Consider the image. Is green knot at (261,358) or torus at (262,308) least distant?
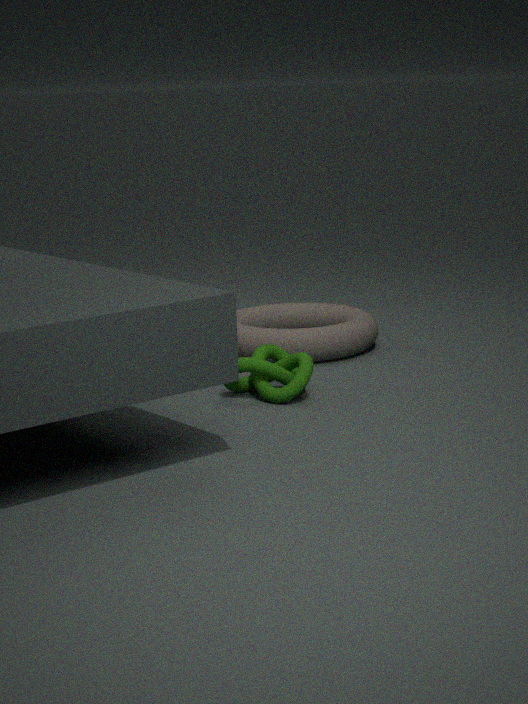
green knot at (261,358)
